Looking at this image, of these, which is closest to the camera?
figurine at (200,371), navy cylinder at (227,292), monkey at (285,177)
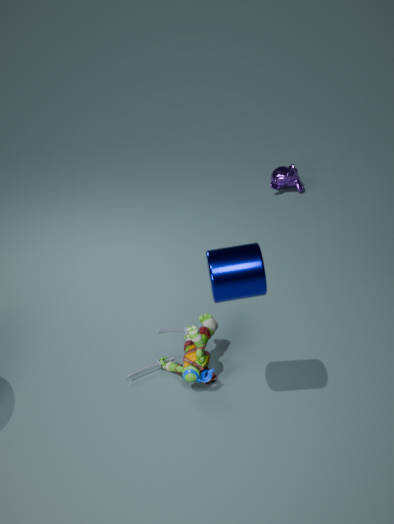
navy cylinder at (227,292)
